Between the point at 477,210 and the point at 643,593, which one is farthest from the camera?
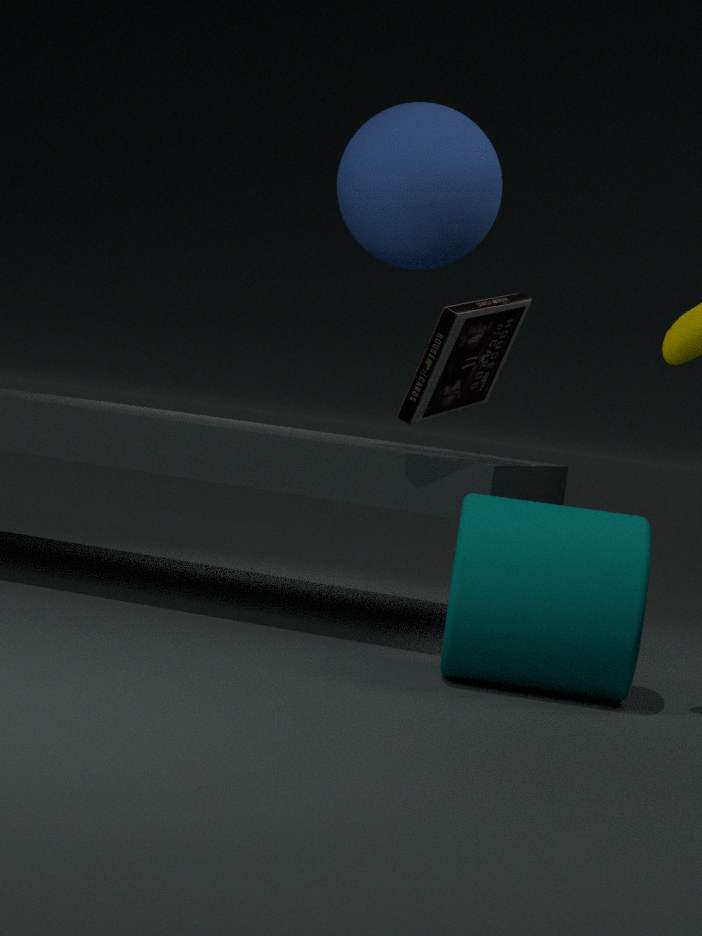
the point at 477,210
